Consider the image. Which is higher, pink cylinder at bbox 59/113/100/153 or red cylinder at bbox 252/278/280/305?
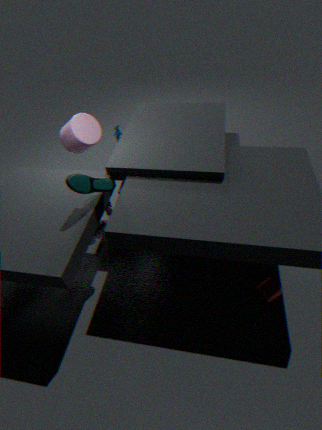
pink cylinder at bbox 59/113/100/153
